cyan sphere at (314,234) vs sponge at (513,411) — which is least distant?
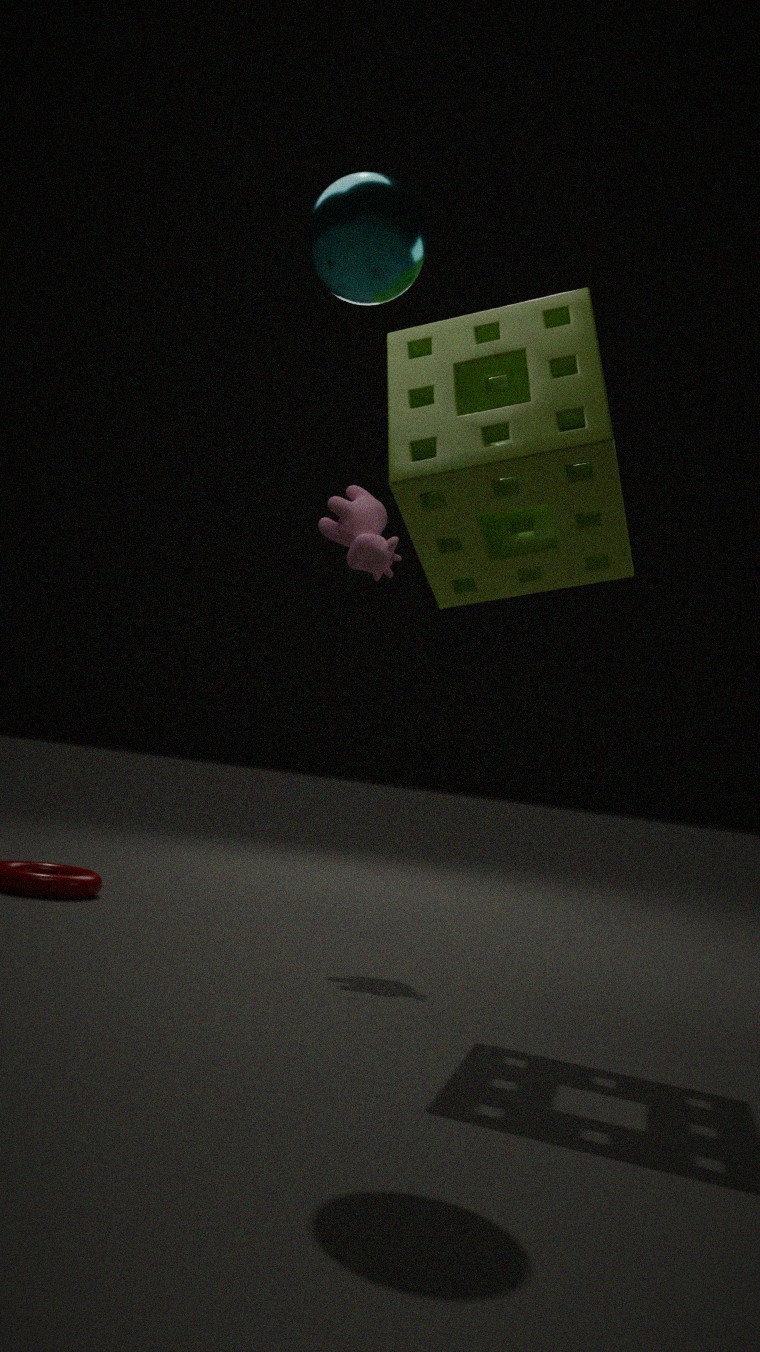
cyan sphere at (314,234)
